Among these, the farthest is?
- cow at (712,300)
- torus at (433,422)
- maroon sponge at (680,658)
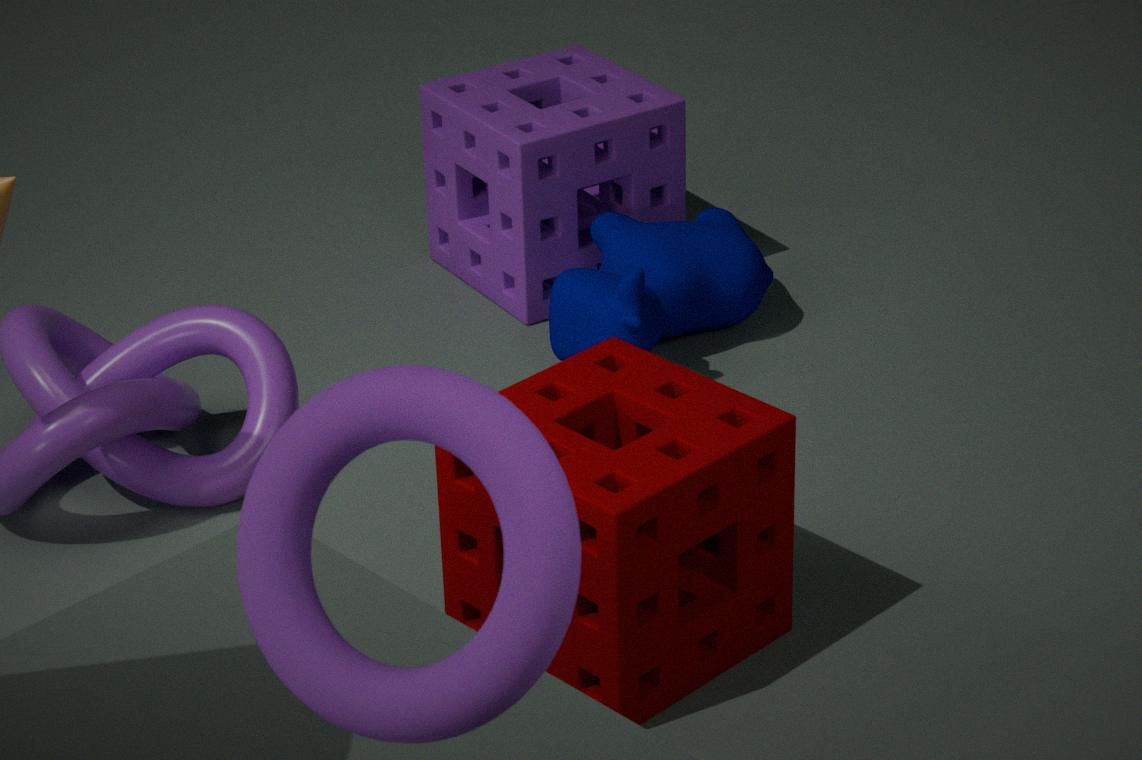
cow at (712,300)
